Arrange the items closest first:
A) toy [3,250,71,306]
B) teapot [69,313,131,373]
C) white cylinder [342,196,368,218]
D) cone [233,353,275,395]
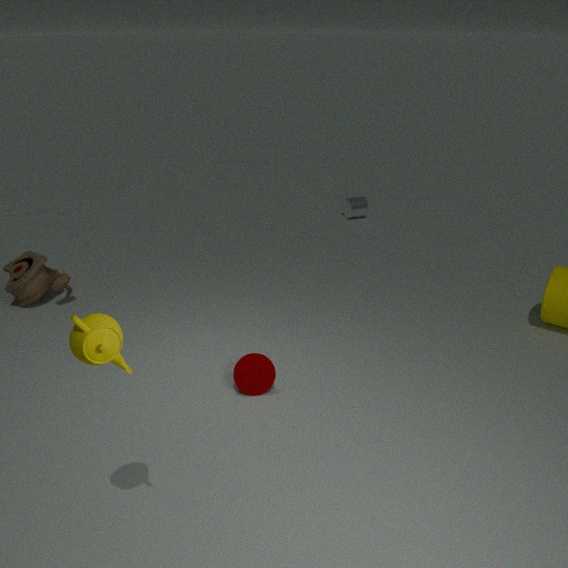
teapot [69,313,131,373]
cone [233,353,275,395]
toy [3,250,71,306]
white cylinder [342,196,368,218]
